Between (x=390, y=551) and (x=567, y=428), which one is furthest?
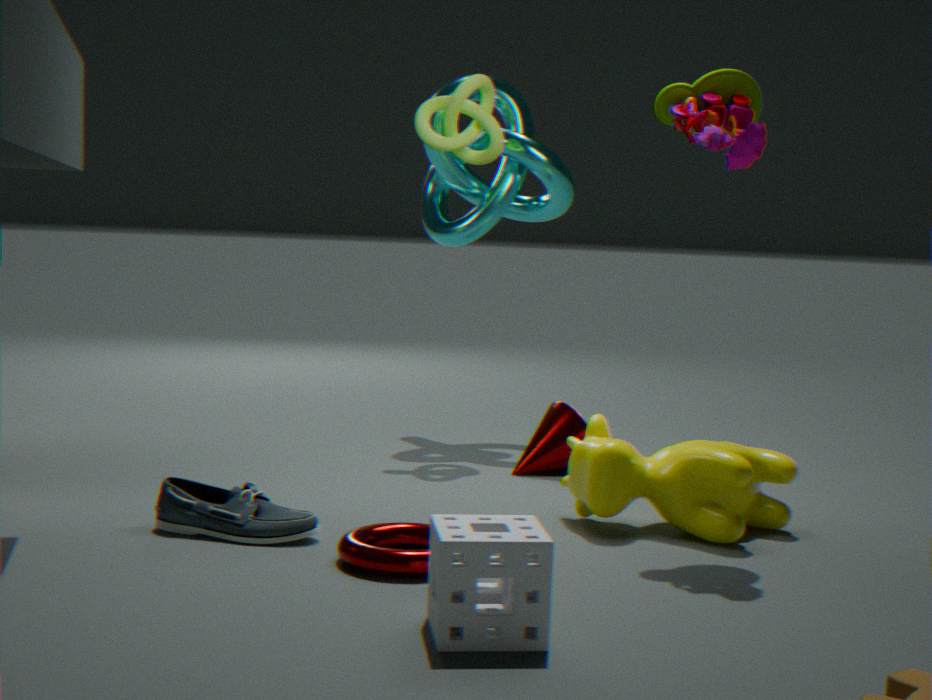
(x=567, y=428)
